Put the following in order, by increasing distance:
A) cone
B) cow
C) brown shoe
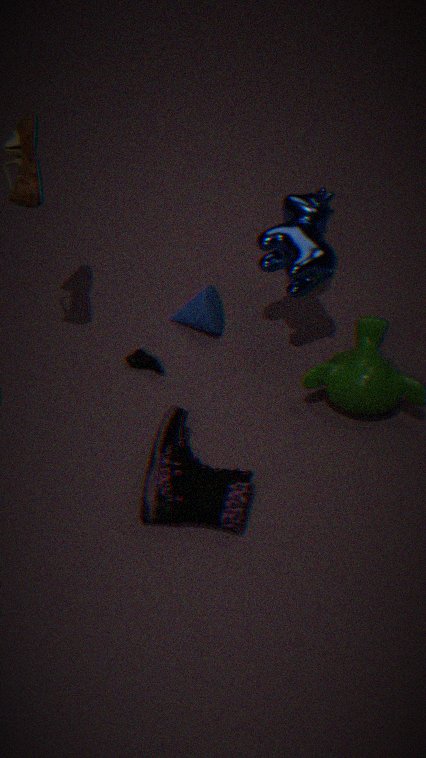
1. brown shoe
2. cow
3. cone
